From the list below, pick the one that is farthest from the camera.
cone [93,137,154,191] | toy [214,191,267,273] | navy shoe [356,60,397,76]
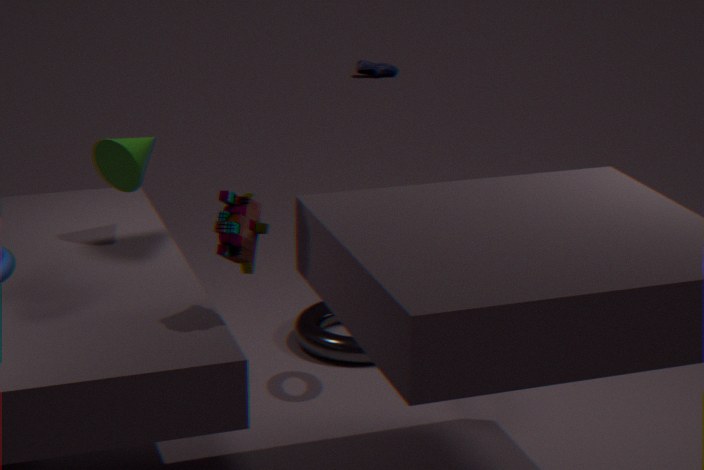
navy shoe [356,60,397,76]
